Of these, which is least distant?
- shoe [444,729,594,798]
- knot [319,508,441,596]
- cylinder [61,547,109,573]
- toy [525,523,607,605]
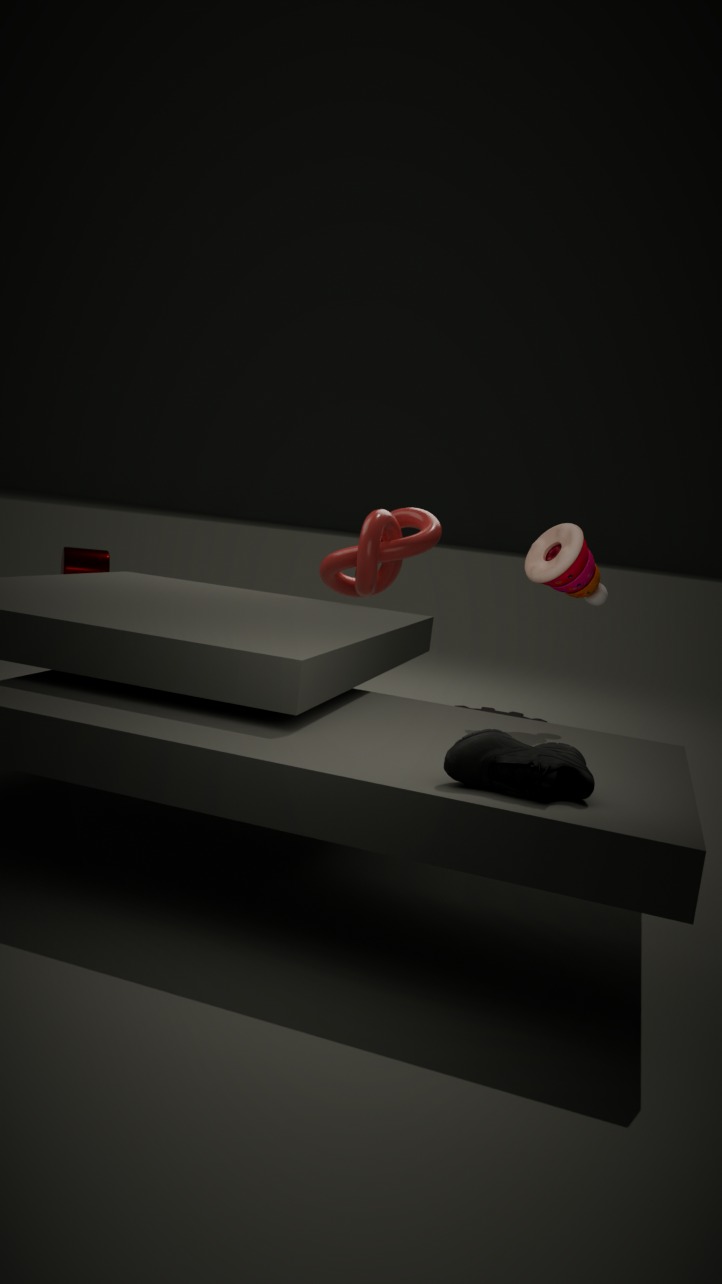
shoe [444,729,594,798]
